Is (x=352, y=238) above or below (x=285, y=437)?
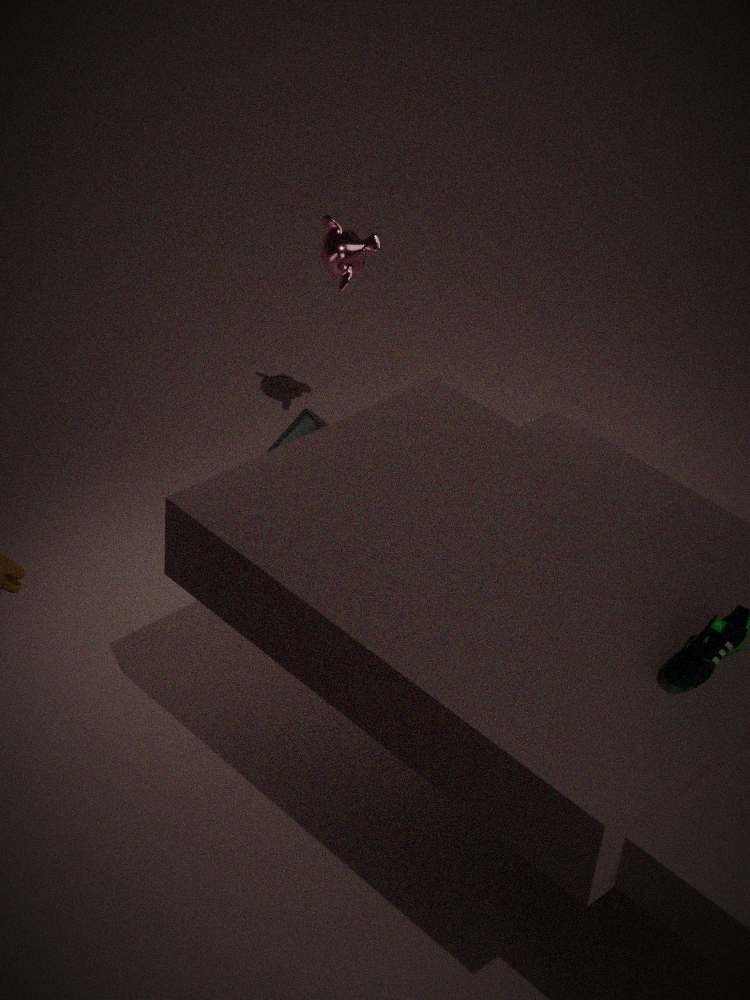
above
